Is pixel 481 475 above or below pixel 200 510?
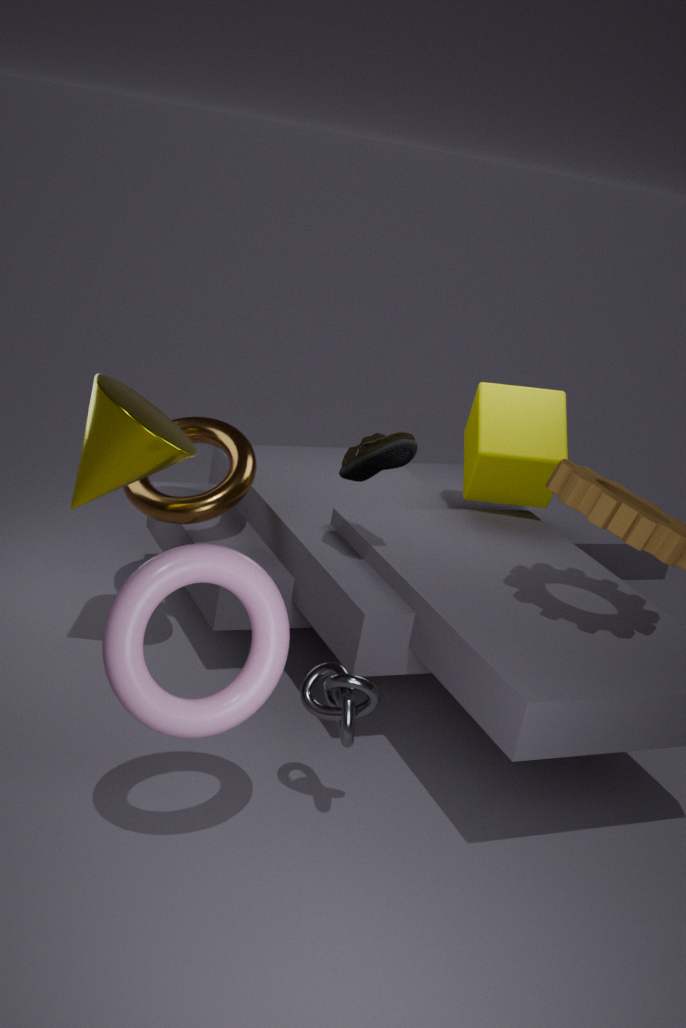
above
